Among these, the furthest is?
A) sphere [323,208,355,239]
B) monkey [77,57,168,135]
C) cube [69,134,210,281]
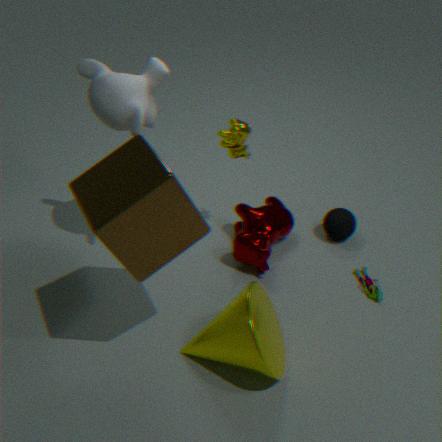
sphere [323,208,355,239]
